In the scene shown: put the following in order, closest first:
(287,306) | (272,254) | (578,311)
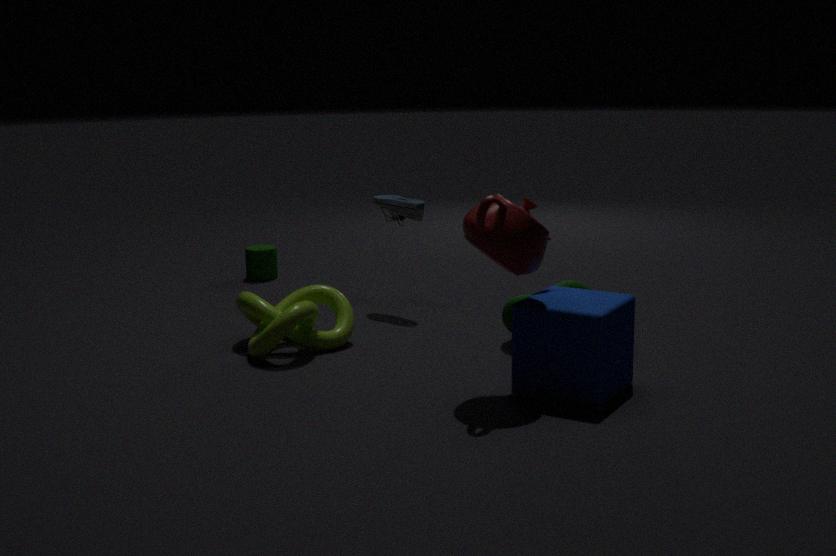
1. (578,311)
2. (287,306)
3. (272,254)
